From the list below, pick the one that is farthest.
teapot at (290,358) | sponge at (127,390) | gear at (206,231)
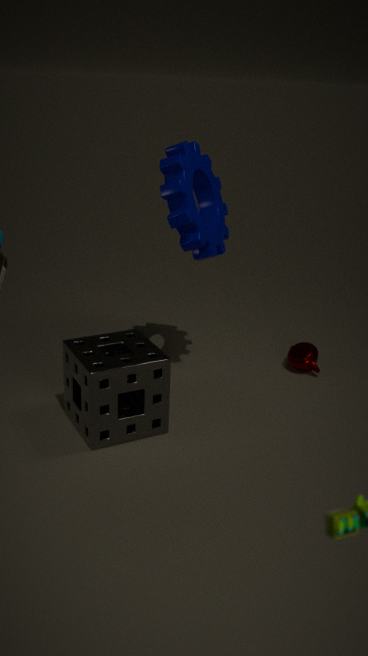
teapot at (290,358)
